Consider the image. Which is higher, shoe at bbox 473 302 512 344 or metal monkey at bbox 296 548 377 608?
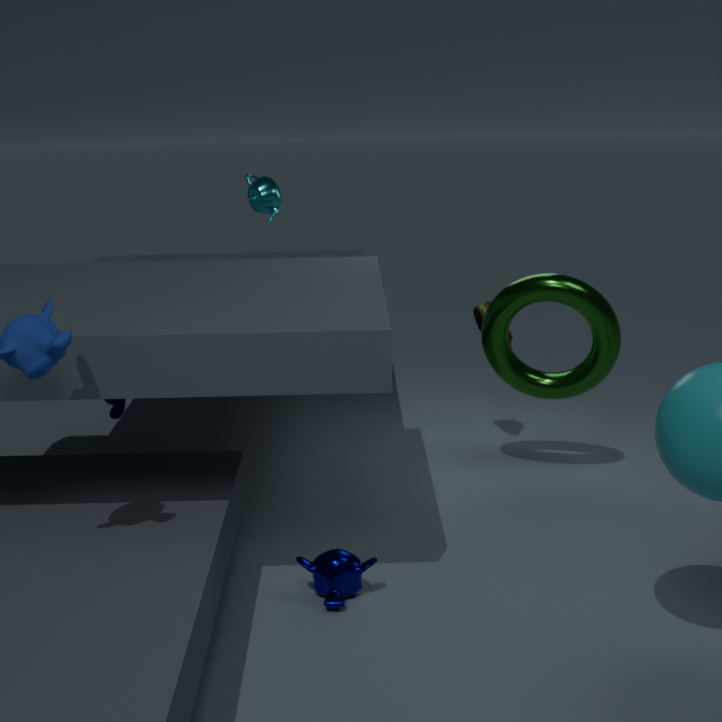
shoe at bbox 473 302 512 344
